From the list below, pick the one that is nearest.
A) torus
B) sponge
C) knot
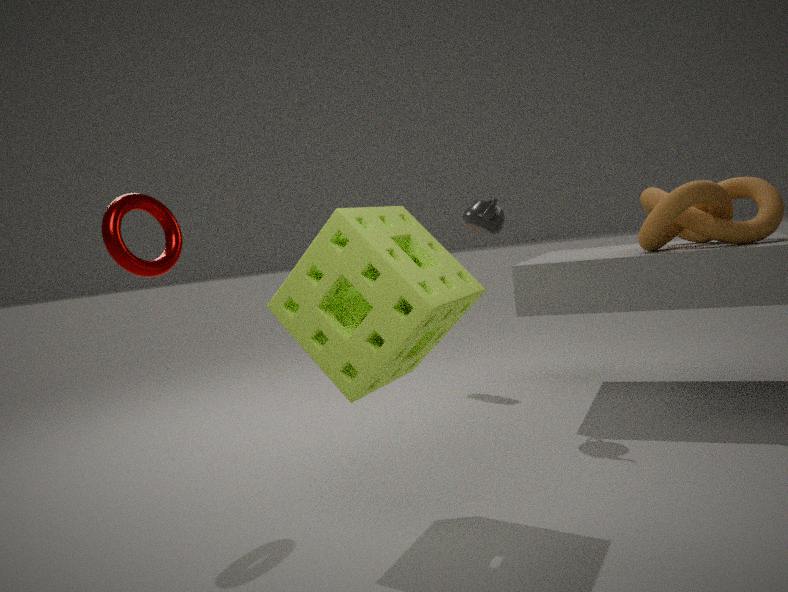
sponge
